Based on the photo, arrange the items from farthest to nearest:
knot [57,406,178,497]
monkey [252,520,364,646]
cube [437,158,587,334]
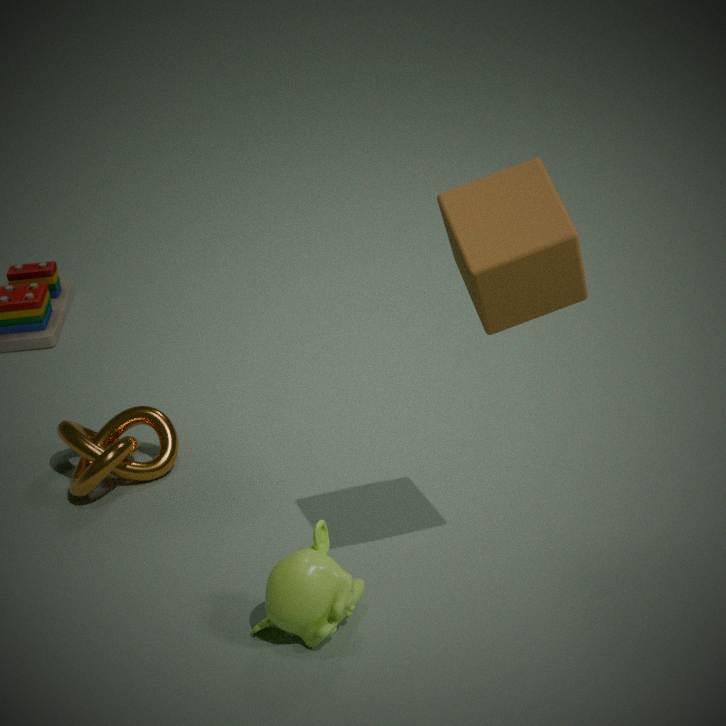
1. knot [57,406,178,497]
2. monkey [252,520,364,646]
3. cube [437,158,587,334]
